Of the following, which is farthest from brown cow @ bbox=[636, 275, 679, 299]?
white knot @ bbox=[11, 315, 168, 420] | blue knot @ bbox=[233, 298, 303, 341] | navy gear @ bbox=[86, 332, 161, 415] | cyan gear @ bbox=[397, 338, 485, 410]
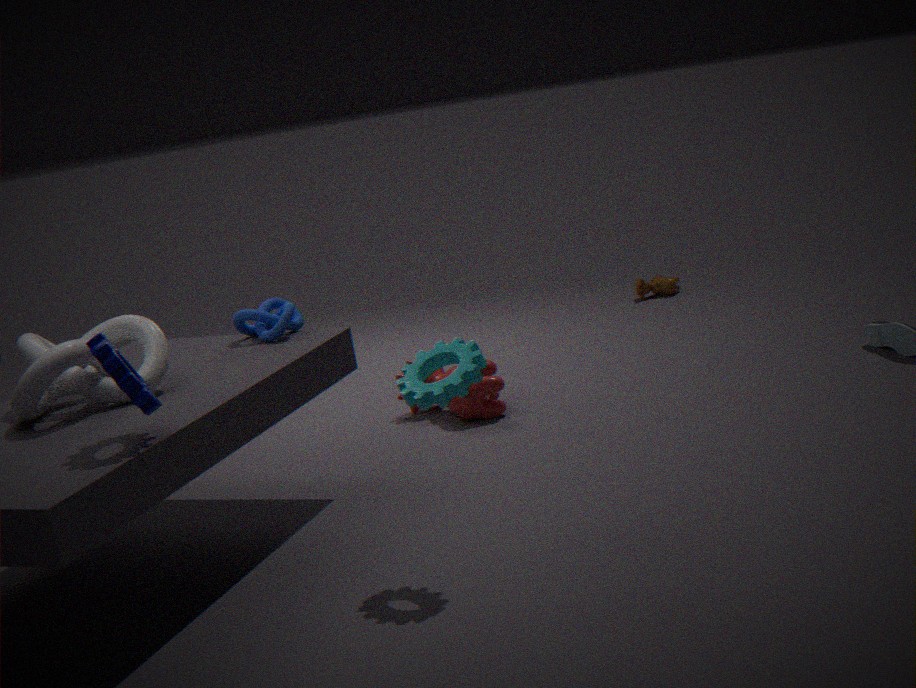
navy gear @ bbox=[86, 332, 161, 415]
